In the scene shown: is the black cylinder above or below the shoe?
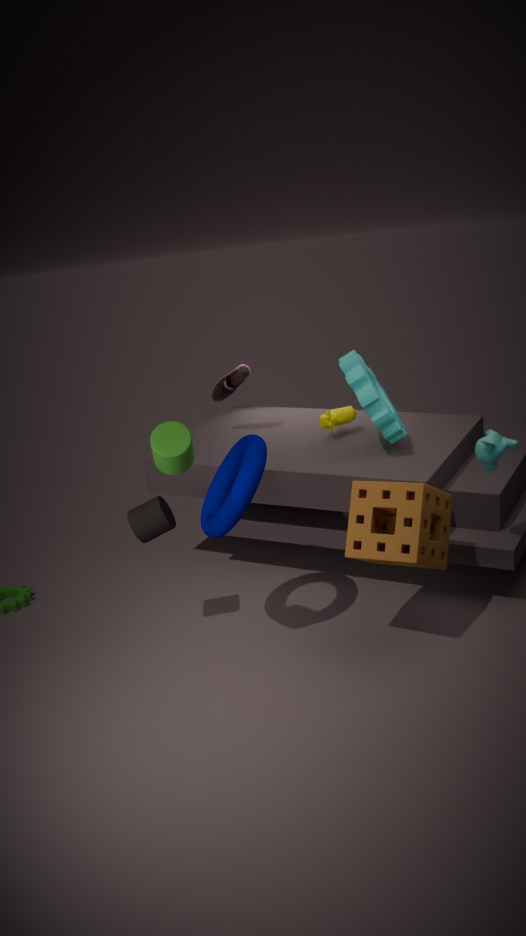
below
